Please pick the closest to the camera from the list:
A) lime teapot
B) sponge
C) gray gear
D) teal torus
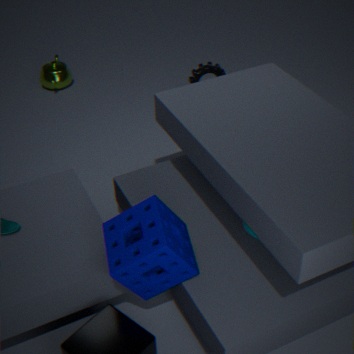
sponge
